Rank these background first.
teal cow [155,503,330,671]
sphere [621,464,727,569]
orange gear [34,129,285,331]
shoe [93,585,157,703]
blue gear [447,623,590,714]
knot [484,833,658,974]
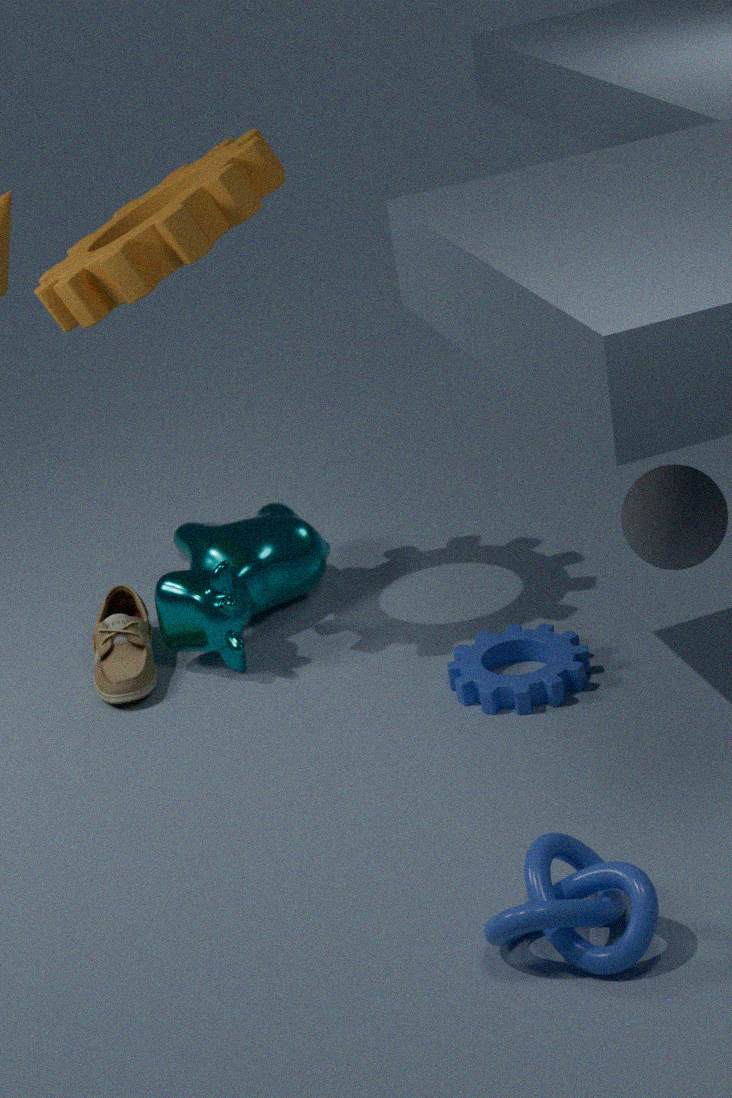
teal cow [155,503,330,671] < shoe [93,585,157,703] < blue gear [447,623,590,714] < orange gear [34,129,285,331] < sphere [621,464,727,569] < knot [484,833,658,974]
